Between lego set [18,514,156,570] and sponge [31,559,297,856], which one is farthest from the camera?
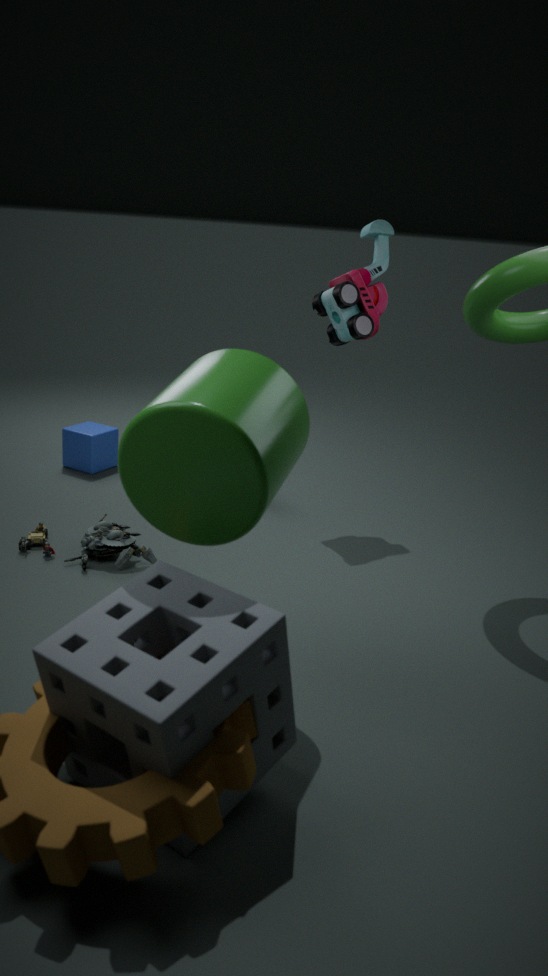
lego set [18,514,156,570]
